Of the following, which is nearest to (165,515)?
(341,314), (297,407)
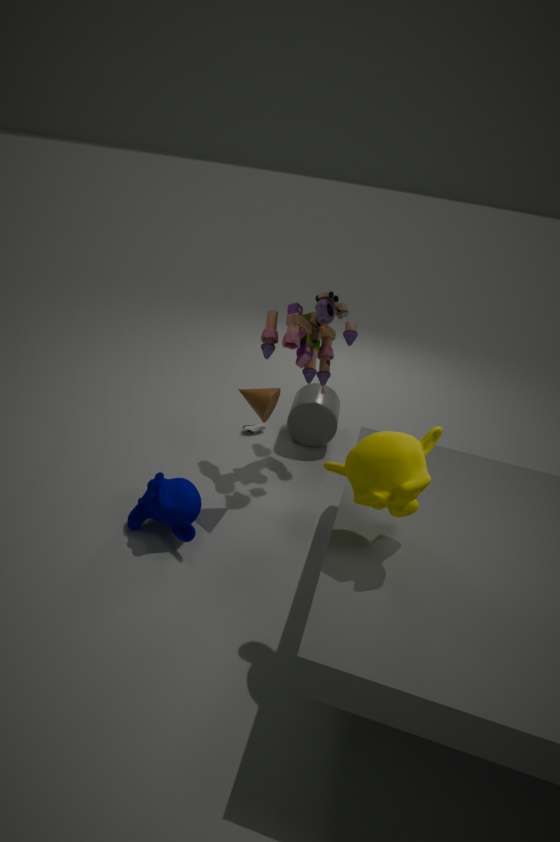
(341,314)
